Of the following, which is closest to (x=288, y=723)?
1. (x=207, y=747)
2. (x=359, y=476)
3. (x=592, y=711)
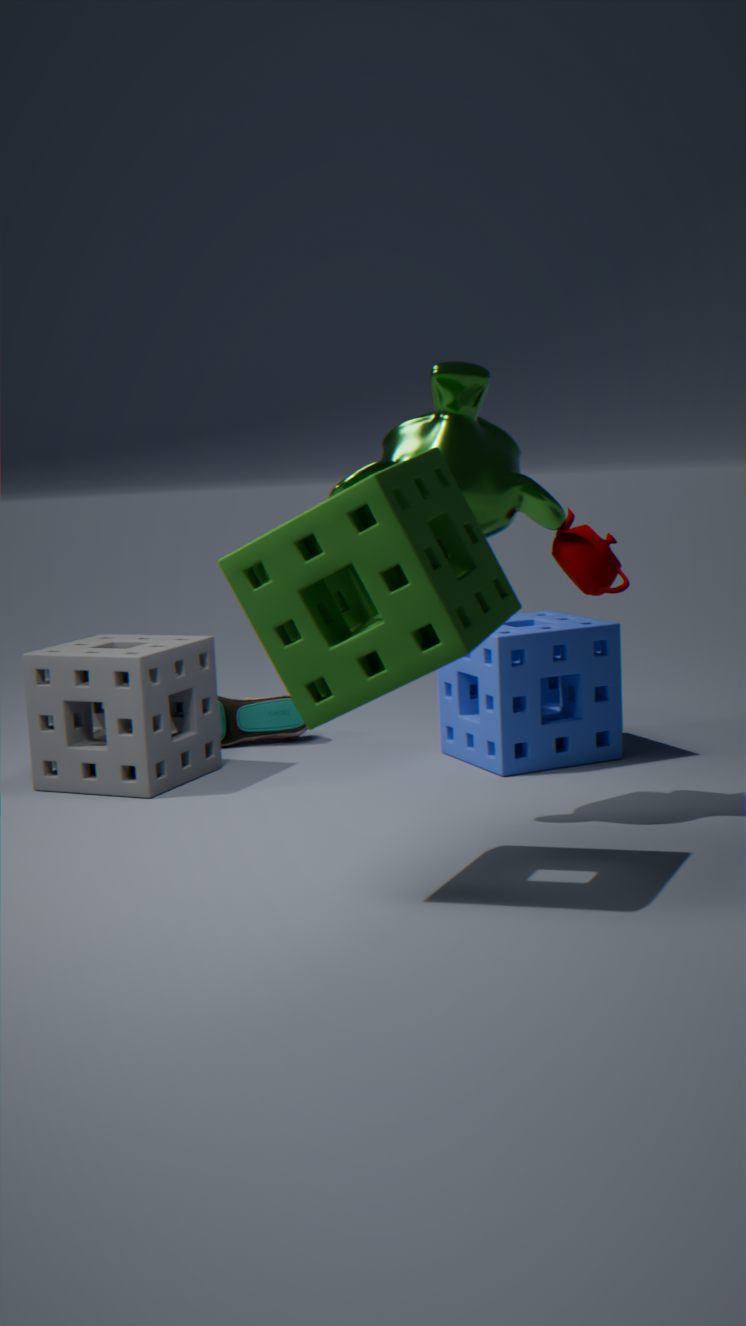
(x=207, y=747)
